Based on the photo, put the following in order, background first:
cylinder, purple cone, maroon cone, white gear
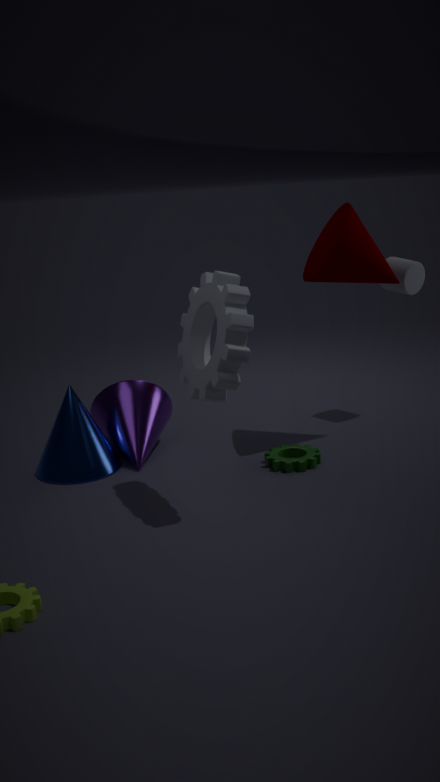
cylinder, purple cone, maroon cone, white gear
